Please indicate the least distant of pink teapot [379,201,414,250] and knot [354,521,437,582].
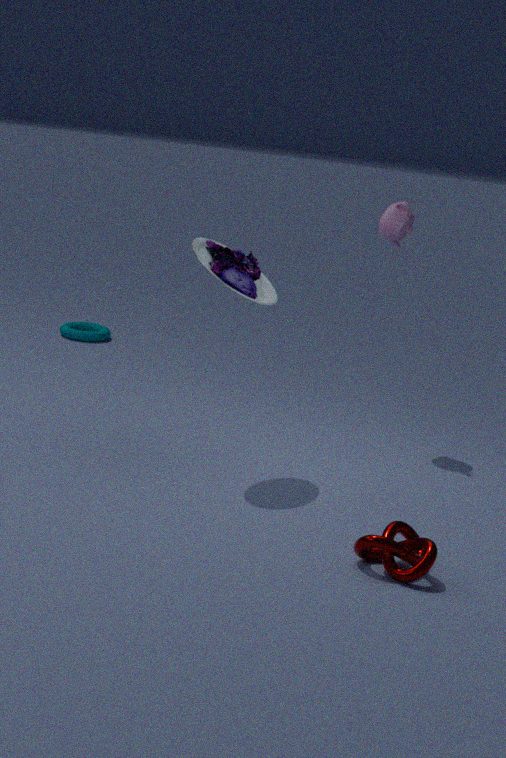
knot [354,521,437,582]
